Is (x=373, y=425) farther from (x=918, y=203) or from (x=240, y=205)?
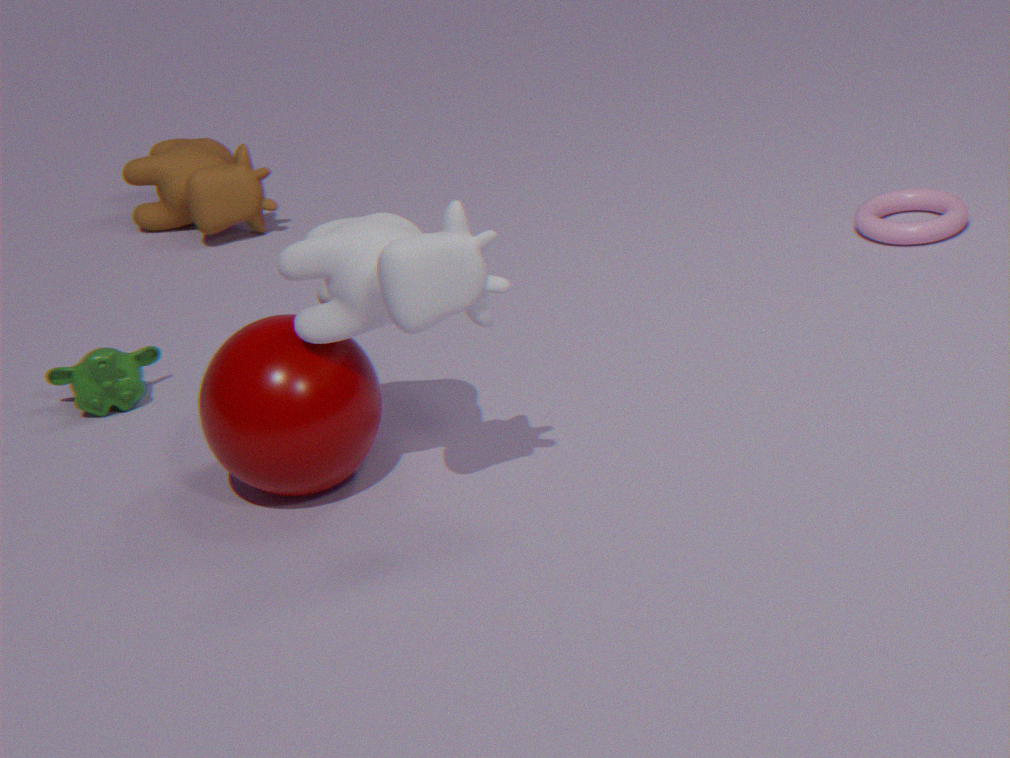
(x=918, y=203)
